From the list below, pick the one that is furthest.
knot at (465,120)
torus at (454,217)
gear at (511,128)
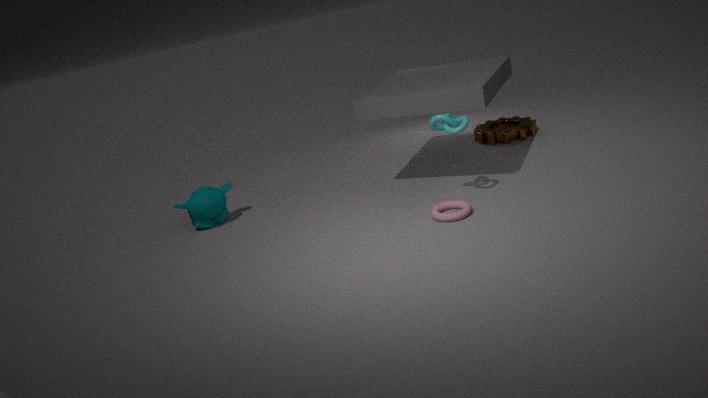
gear at (511,128)
